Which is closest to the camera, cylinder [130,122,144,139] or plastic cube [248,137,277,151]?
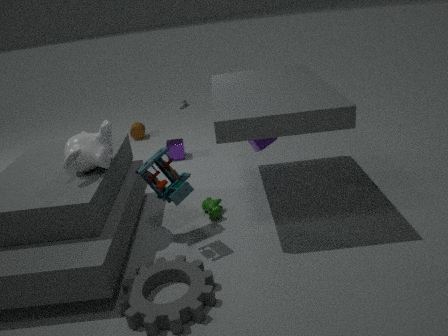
plastic cube [248,137,277,151]
